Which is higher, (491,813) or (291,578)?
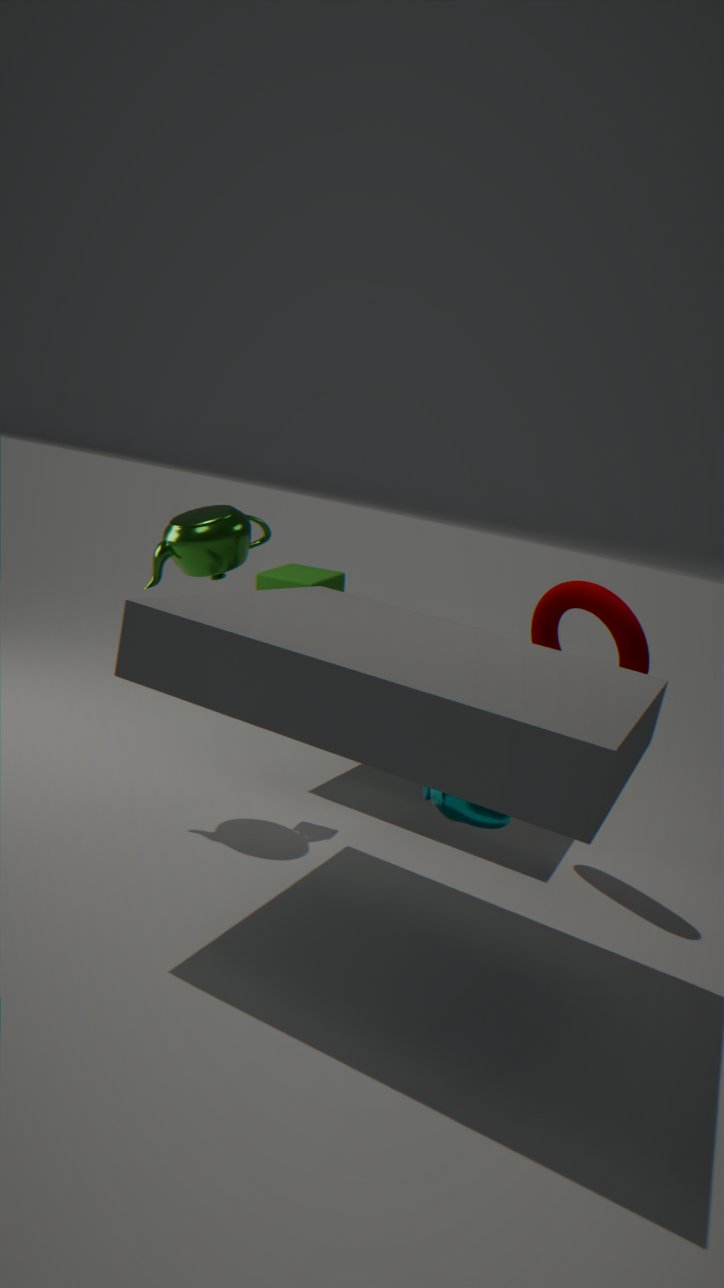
(291,578)
